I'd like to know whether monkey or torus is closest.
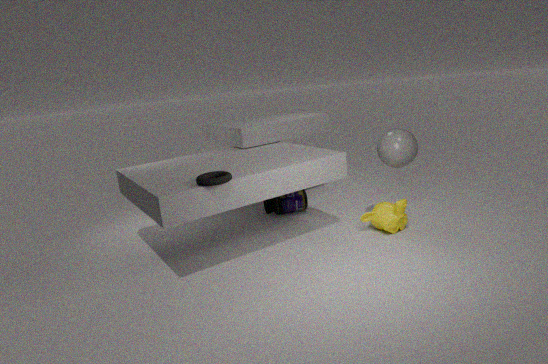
torus
